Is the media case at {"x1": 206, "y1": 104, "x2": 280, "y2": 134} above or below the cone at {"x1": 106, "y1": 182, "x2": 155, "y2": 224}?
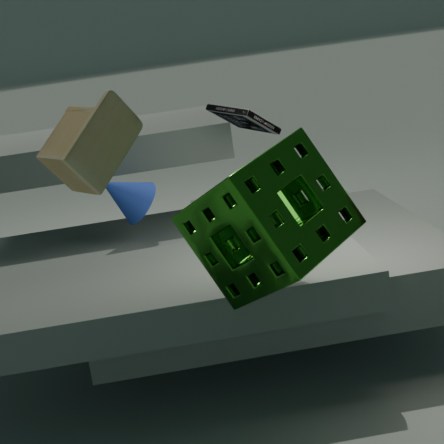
above
